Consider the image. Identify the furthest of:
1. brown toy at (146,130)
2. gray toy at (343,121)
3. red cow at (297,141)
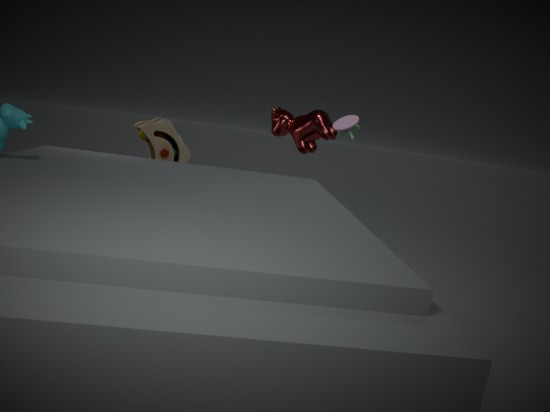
red cow at (297,141)
